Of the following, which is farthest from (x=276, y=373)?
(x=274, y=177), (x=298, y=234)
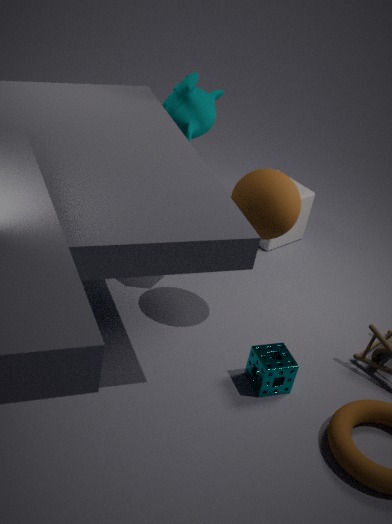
(x=298, y=234)
